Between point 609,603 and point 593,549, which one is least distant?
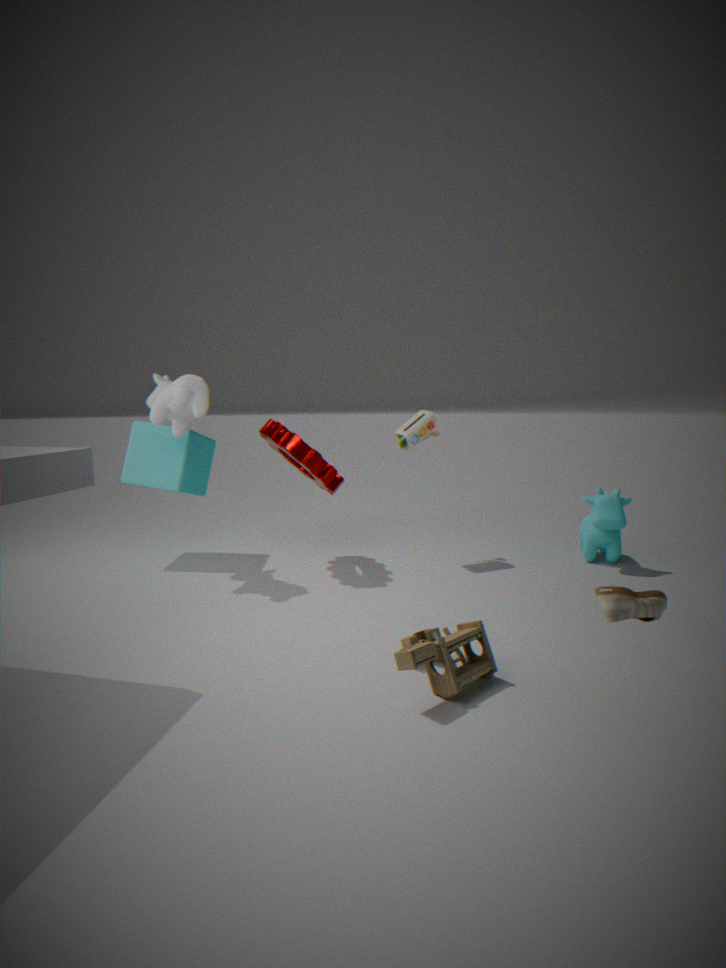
point 609,603
